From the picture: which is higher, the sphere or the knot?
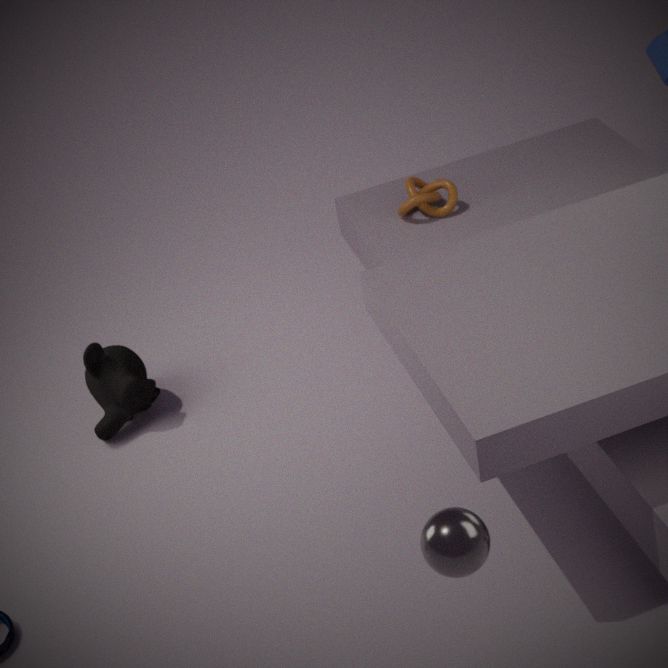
the sphere
